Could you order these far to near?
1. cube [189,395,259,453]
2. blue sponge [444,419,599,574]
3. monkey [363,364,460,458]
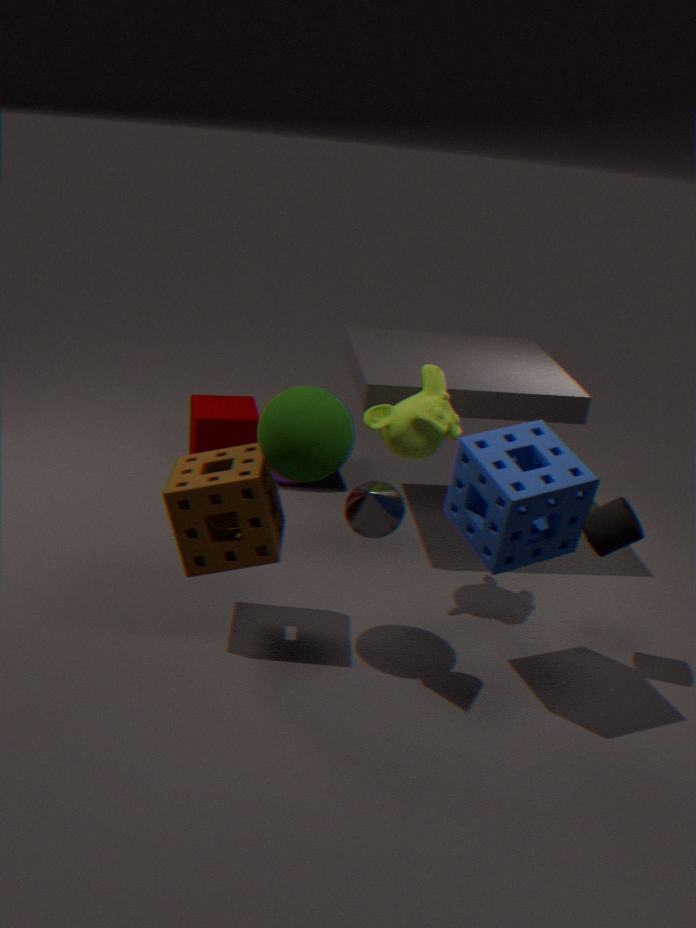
cube [189,395,259,453], monkey [363,364,460,458], blue sponge [444,419,599,574]
